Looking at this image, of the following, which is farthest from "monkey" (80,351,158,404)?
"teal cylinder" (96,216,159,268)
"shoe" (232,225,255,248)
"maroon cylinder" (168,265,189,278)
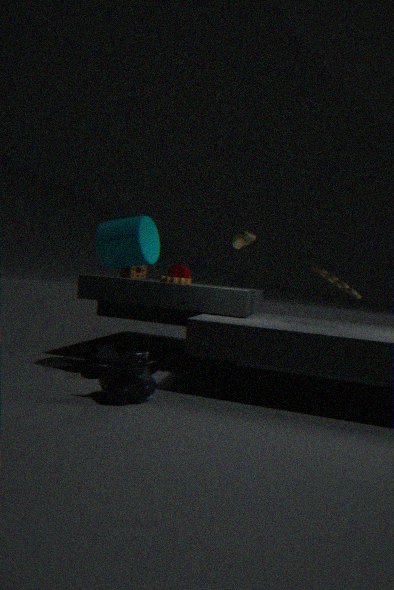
"maroon cylinder" (168,265,189,278)
